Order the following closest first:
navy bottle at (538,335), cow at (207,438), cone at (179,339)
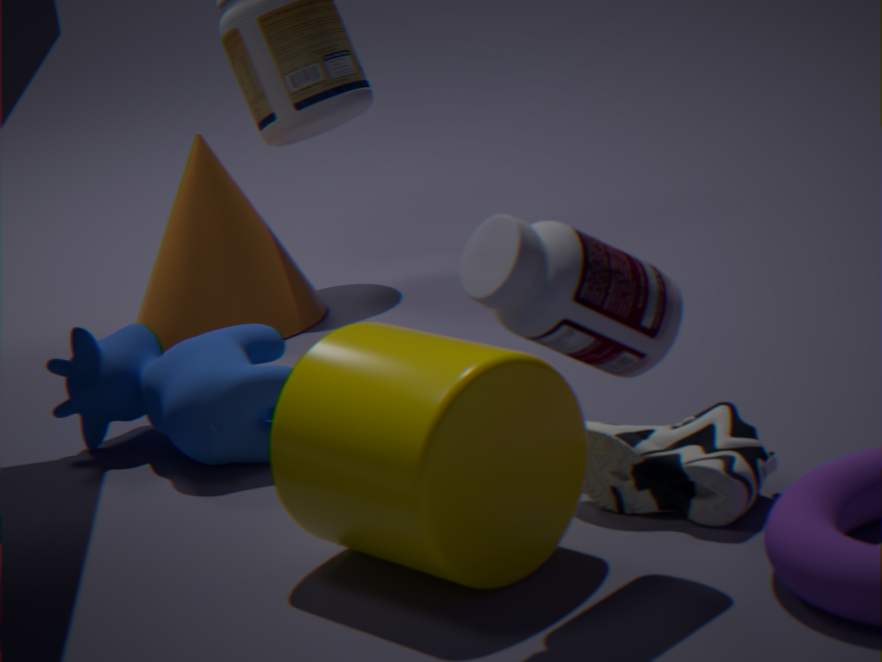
navy bottle at (538,335) → cow at (207,438) → cone at (179,339)
